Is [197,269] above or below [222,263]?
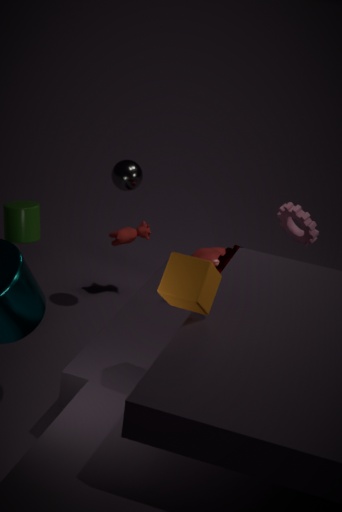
above
